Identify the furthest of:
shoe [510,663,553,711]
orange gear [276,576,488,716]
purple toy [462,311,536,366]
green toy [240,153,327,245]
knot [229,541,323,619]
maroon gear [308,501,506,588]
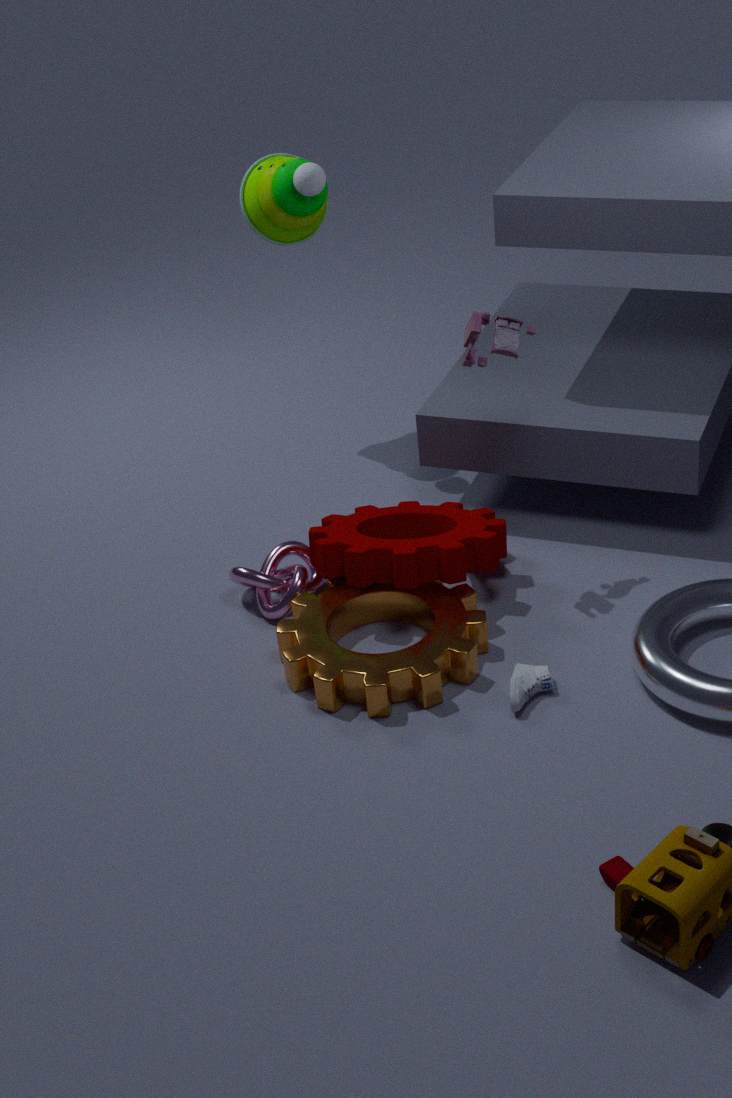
green toy [240,153,327,245]
